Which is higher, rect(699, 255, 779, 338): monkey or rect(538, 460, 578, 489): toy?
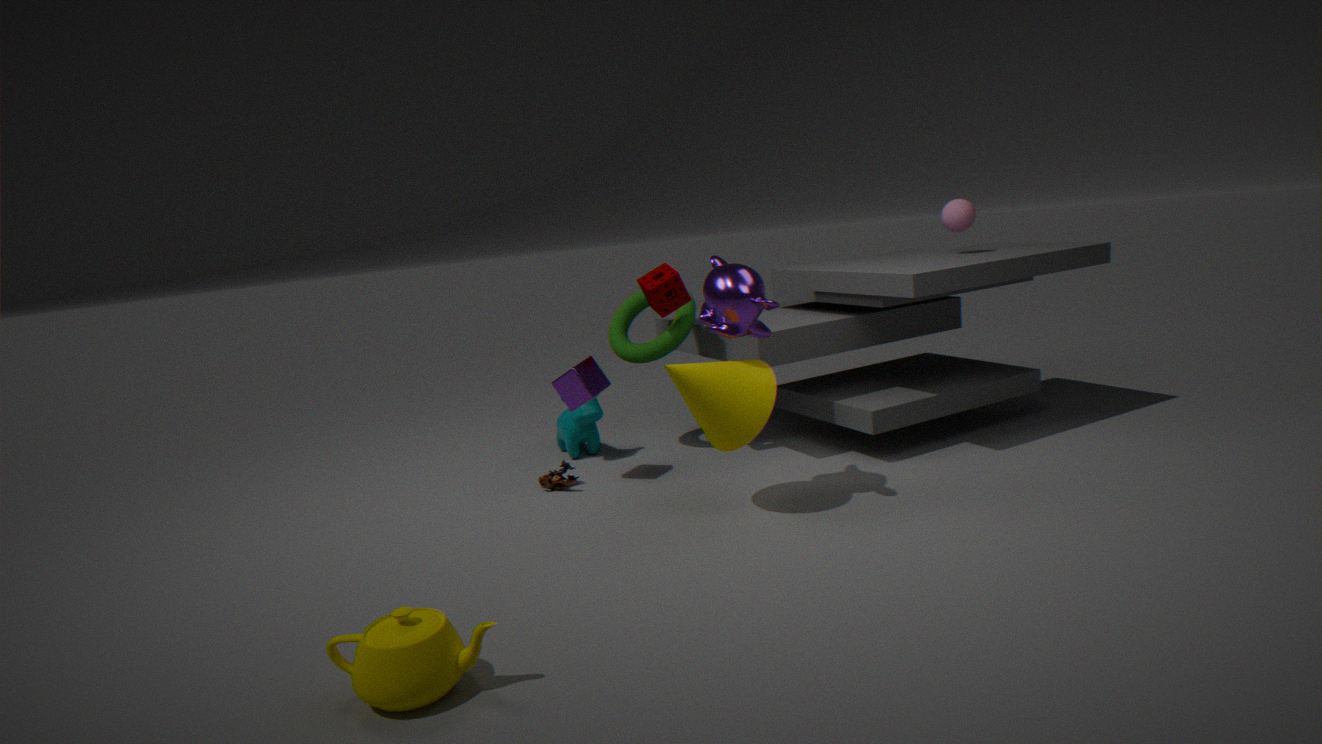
rect(699, 255, 779, 338): monkey
